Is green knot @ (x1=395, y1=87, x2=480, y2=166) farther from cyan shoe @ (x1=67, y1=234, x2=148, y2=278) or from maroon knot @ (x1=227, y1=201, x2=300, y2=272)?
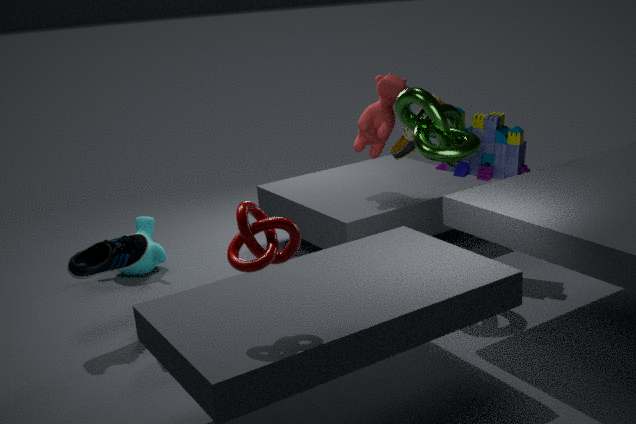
cyan shoe @ (x1=67, y1=234, x2=148, y2=278)
